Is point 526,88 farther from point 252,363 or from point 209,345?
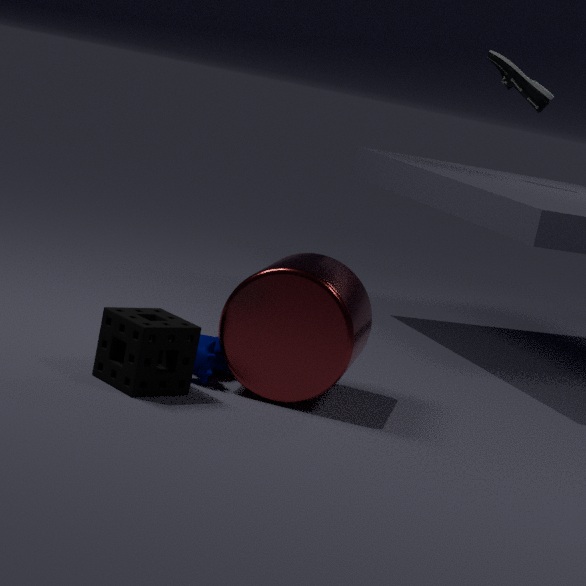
point 209,345
